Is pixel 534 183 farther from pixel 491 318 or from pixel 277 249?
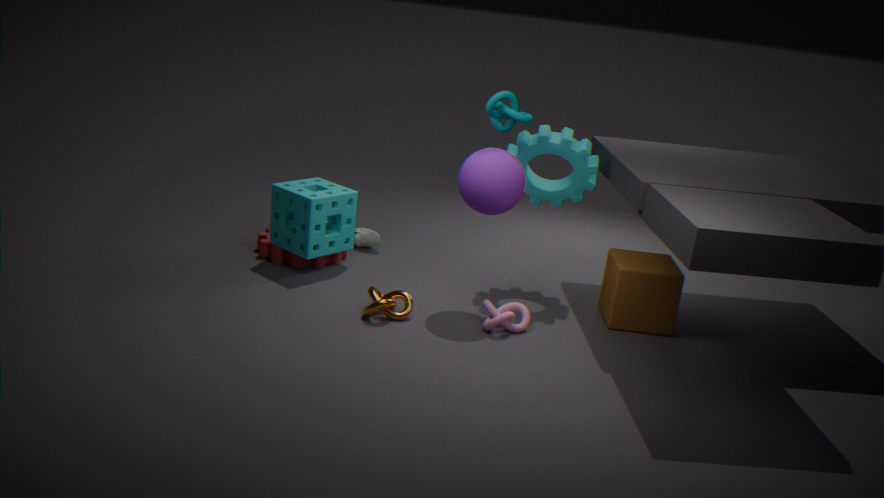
pixel 277 249
